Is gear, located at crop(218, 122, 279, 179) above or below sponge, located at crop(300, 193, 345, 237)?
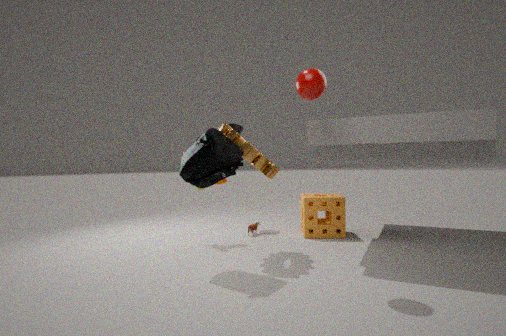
above
